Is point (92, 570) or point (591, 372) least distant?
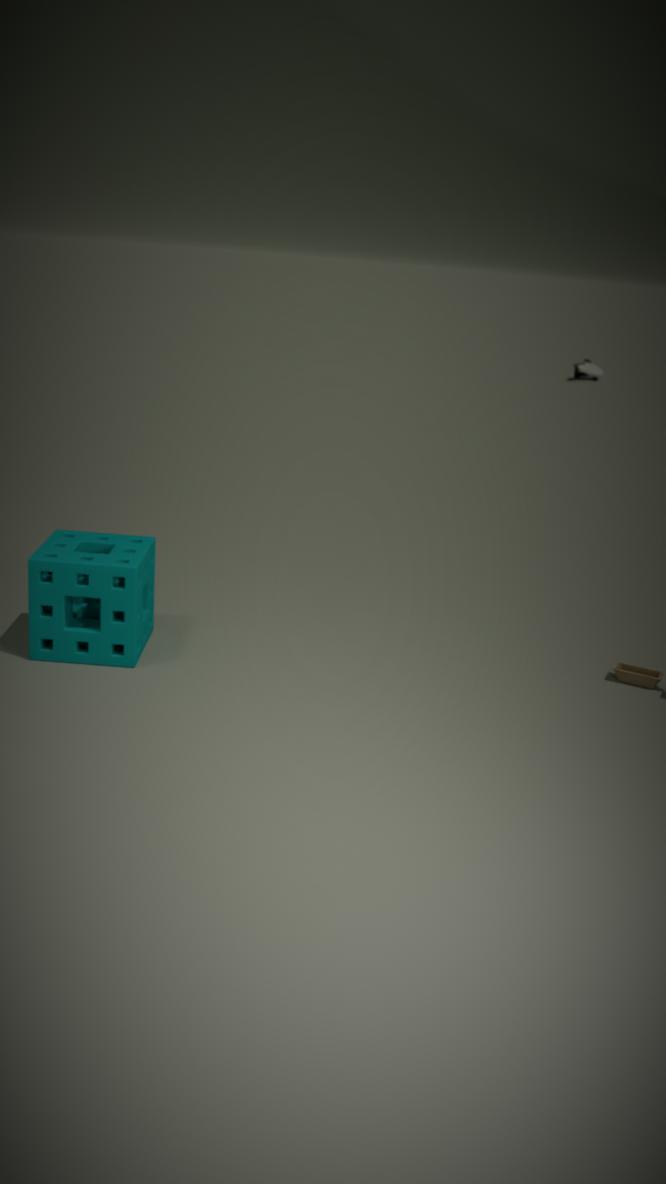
point (92, 570)
